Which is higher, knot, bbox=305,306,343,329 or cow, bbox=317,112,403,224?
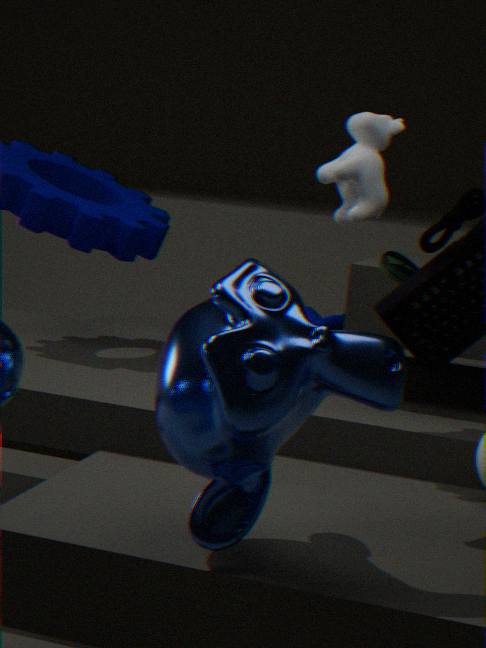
cow, bbox=317,112,403,224
